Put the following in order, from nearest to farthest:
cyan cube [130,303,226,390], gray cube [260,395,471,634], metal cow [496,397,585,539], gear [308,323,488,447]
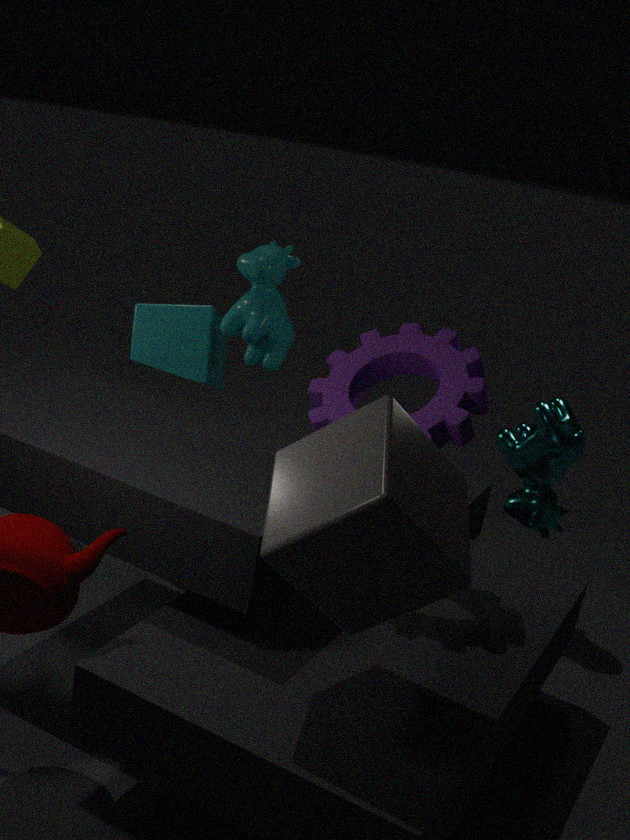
gray cube [260,395,471,634] → gear [308,323,488,447] → metal cow [496,397,585,539] → cyan cube [130,303,226,390]
